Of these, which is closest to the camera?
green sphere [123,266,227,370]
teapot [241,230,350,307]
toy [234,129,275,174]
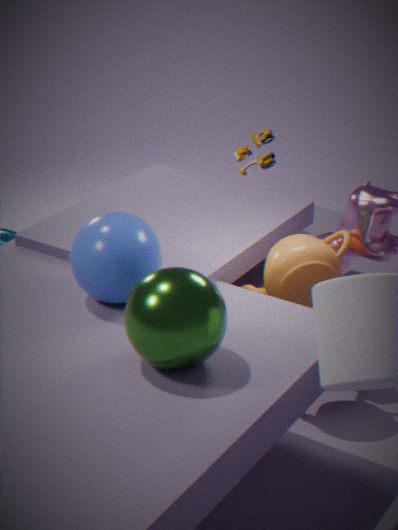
green sphere [123,266,227,370]
